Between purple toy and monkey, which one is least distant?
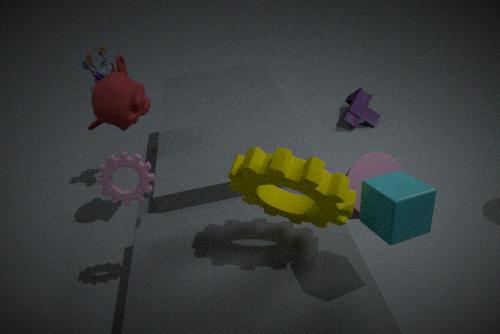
monkey
